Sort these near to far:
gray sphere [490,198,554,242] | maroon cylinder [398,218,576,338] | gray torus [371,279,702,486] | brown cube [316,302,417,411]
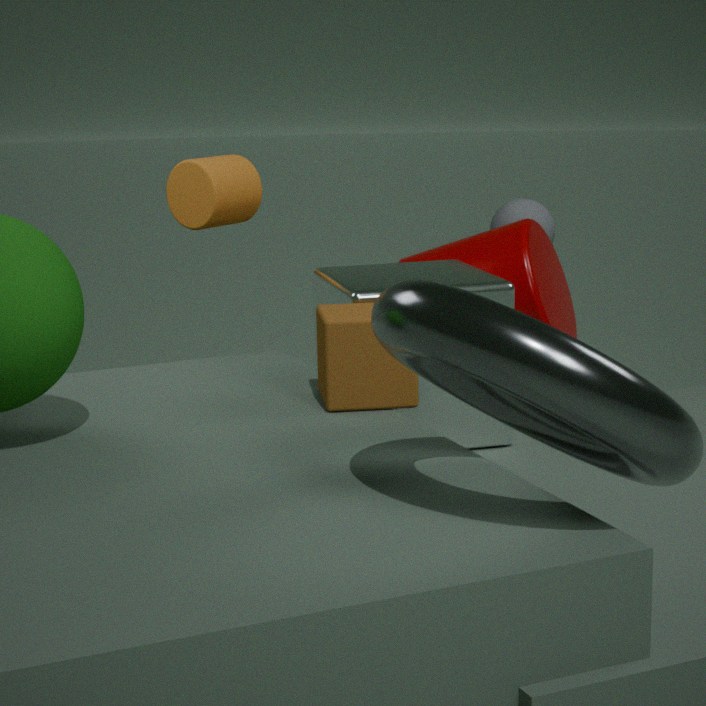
gray torus [371,279,702,486] → brown cube [316,302,417,411] → maroon cylinder [398,218,576,338] → gray sphere [490,198,554,242]
